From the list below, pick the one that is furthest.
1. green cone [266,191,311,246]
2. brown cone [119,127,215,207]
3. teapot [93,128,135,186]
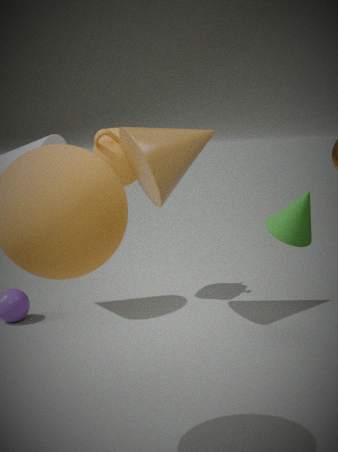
teapot [93,128,135,186]
